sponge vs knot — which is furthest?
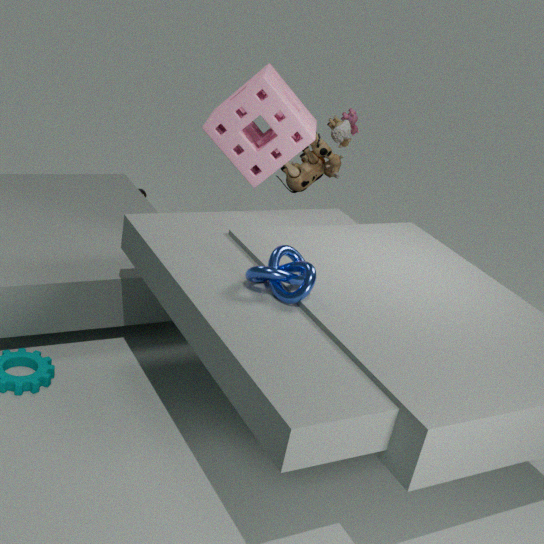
sponge
